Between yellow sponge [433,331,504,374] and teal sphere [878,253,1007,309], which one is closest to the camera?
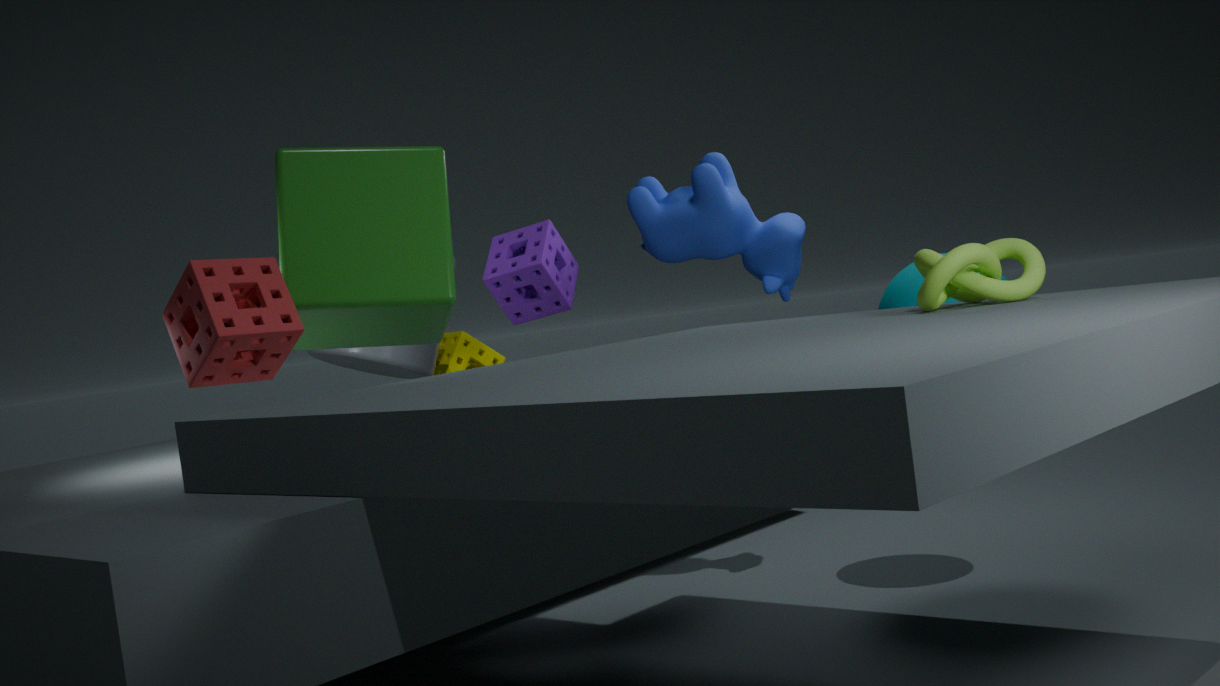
teal sphere [878,253,1007,309]
